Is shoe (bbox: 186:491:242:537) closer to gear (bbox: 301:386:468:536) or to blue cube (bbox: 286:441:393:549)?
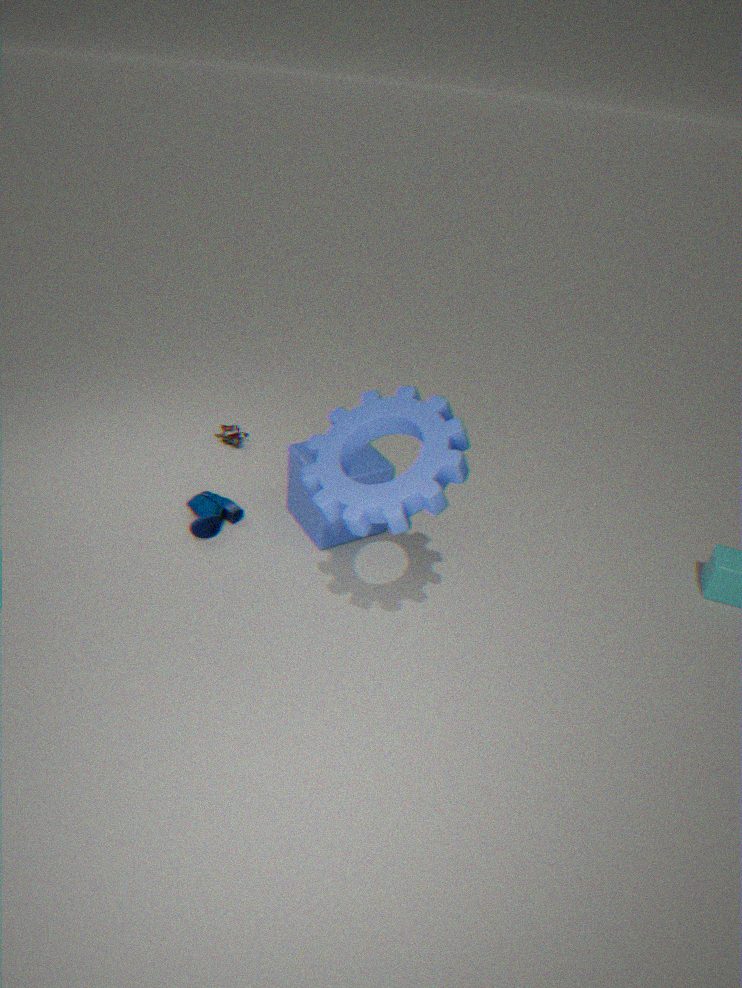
blue cube (bbox: 286:441:393:549)
